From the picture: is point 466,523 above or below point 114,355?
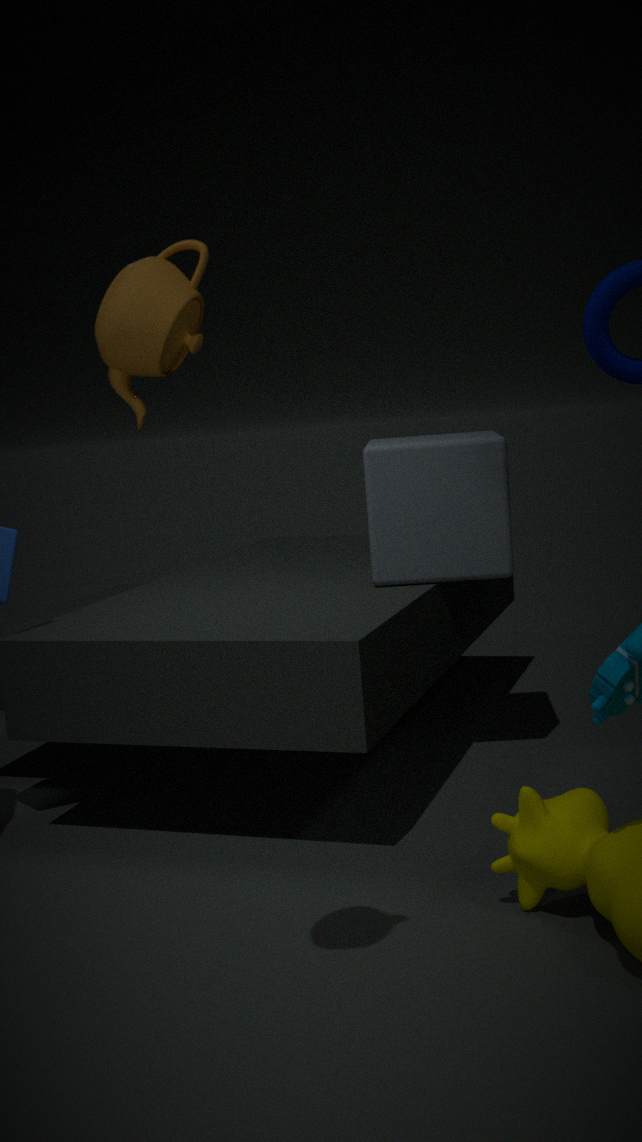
below
